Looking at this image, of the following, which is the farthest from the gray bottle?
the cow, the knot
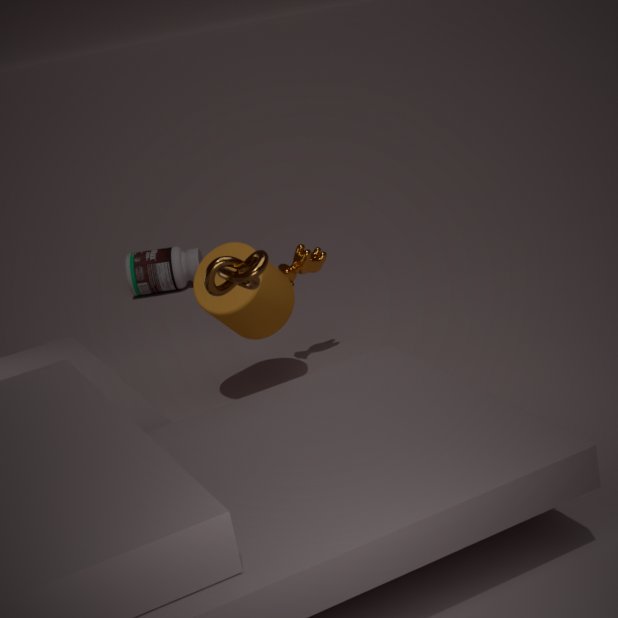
the knot
